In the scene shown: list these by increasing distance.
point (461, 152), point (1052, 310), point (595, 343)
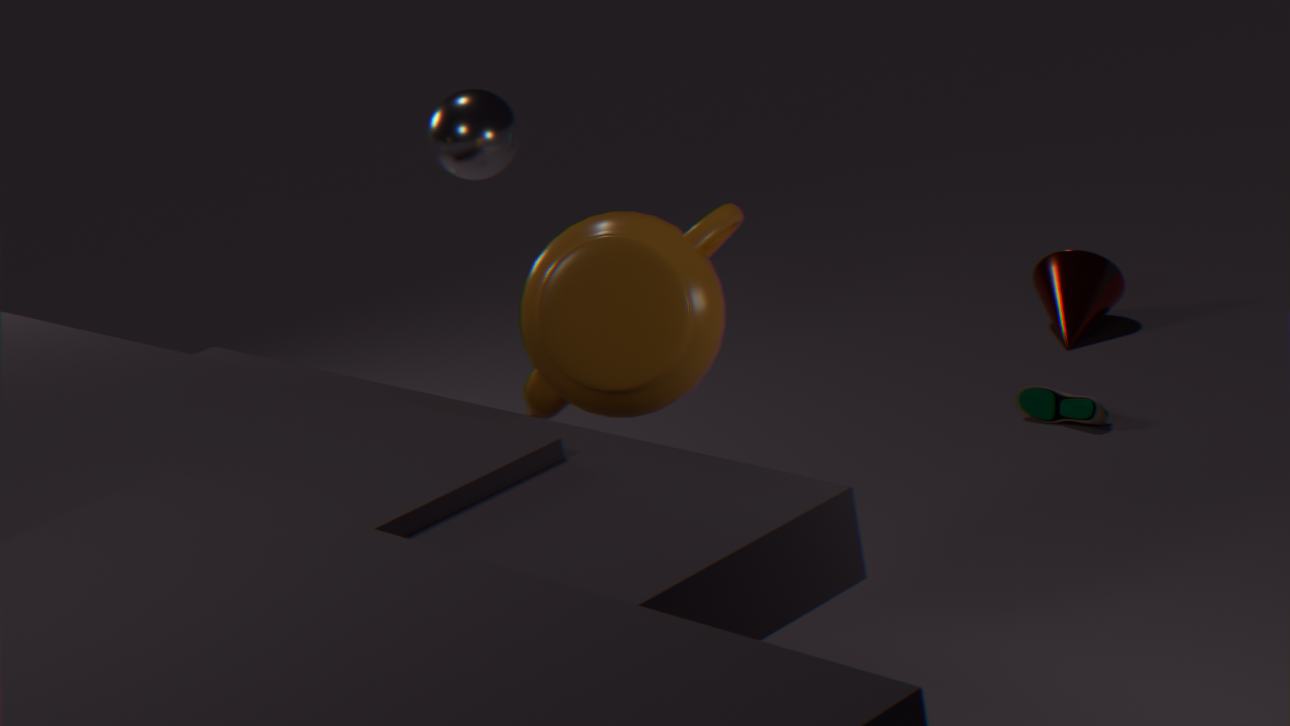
point (595, 343), point (461, 152), point (1052, 310)
